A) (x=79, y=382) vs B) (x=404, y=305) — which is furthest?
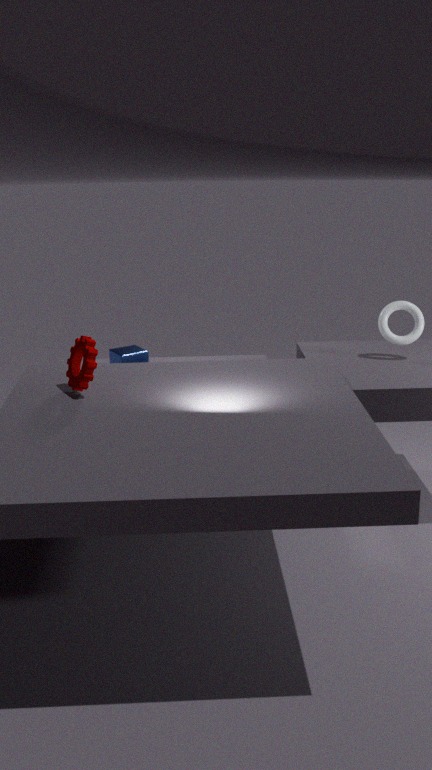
B. (x=404, y=305)
